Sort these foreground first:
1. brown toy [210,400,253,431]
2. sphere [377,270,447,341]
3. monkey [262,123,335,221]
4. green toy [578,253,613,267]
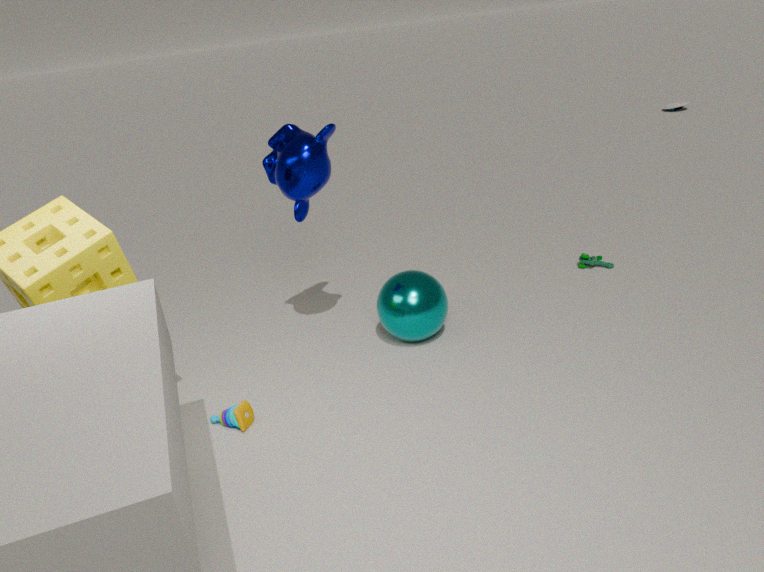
brown toy [210,400,253,431] → monkey [262,123,335,221] → sphere [377,270,447,341] → green toy [578,253,613,267]
